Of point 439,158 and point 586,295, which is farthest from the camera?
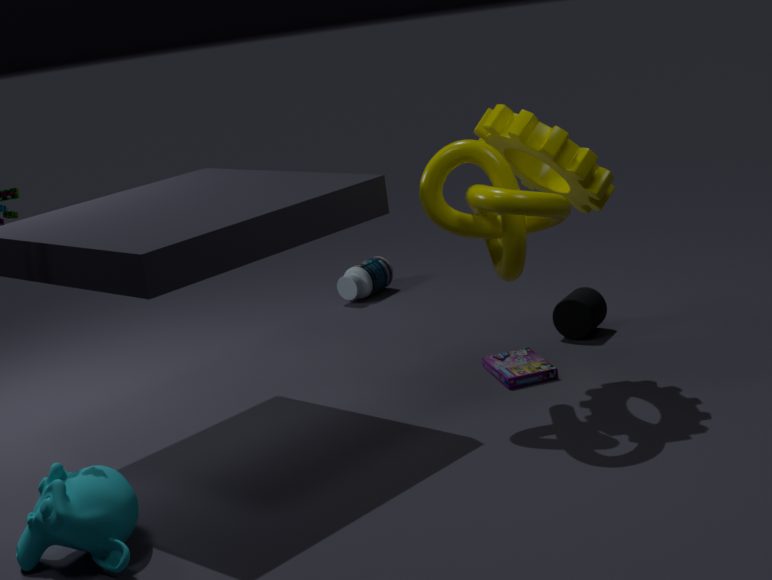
point 586,295
